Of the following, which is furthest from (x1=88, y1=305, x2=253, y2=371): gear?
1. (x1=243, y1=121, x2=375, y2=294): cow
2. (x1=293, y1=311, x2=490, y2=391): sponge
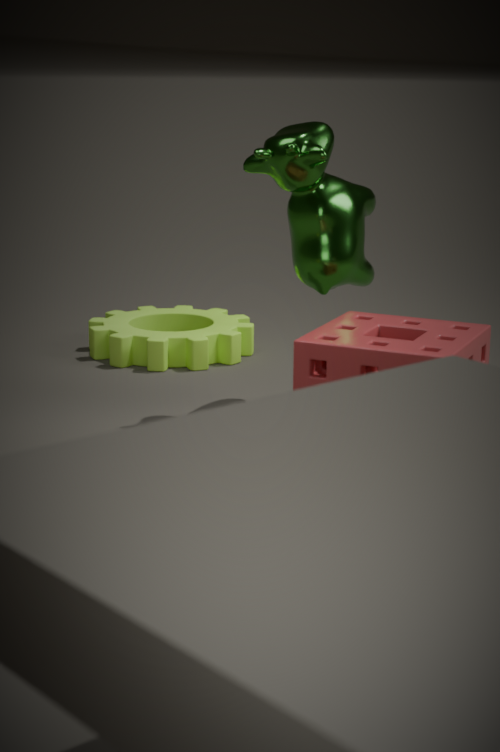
(x1=293, y1=311, x2=490, y2=391): sponge
